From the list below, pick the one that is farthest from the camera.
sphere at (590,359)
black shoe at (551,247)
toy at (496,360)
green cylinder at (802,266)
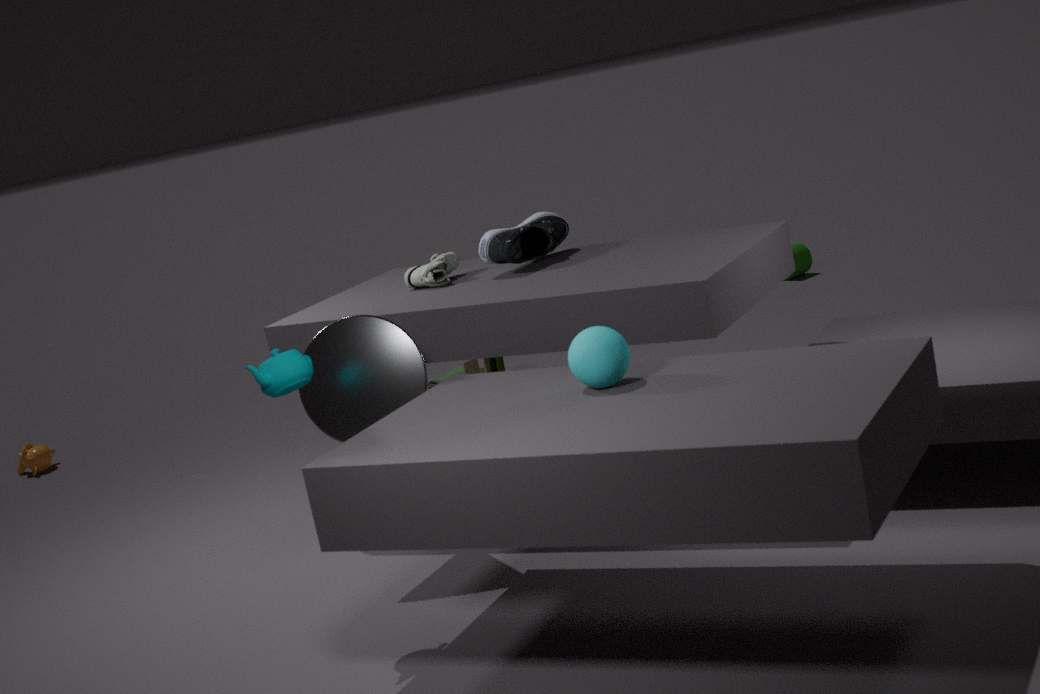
green cylinder at (802,266)
